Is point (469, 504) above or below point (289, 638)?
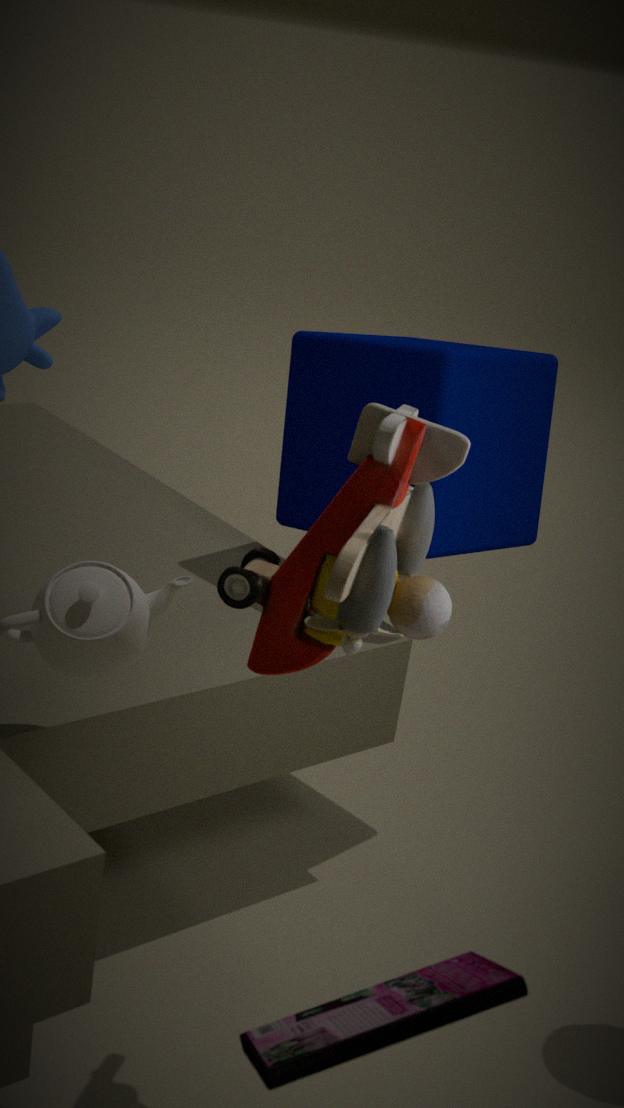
below
